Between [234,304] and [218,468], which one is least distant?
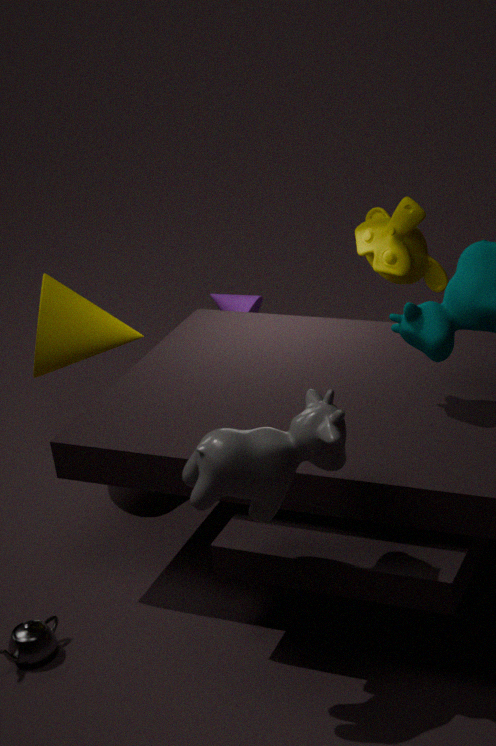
[218,468]
